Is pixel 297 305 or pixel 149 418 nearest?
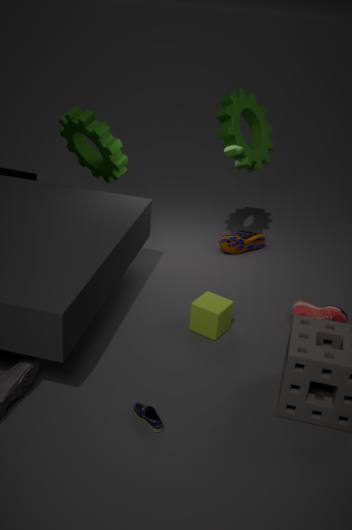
pixel 149 418
